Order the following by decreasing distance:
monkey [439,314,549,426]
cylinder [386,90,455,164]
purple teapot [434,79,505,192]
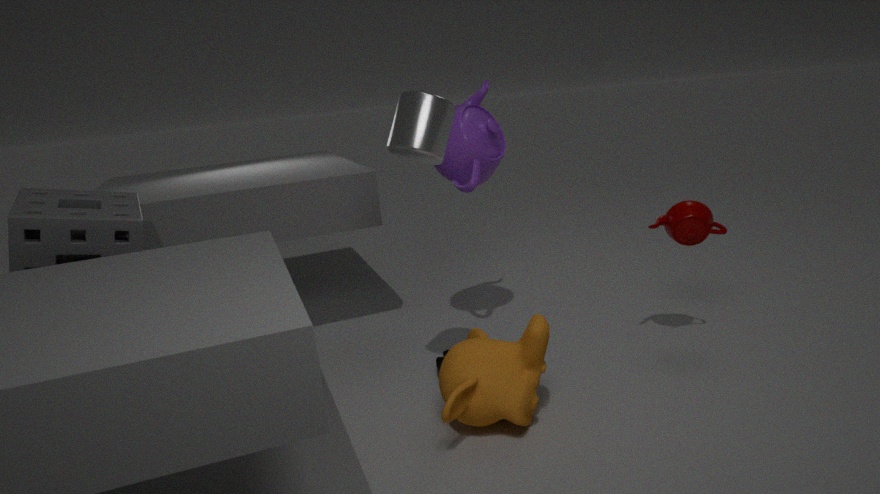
purple teapot [434,79,505,192], cylinder [386,90,455,164], monkey [439,314,549,426]
